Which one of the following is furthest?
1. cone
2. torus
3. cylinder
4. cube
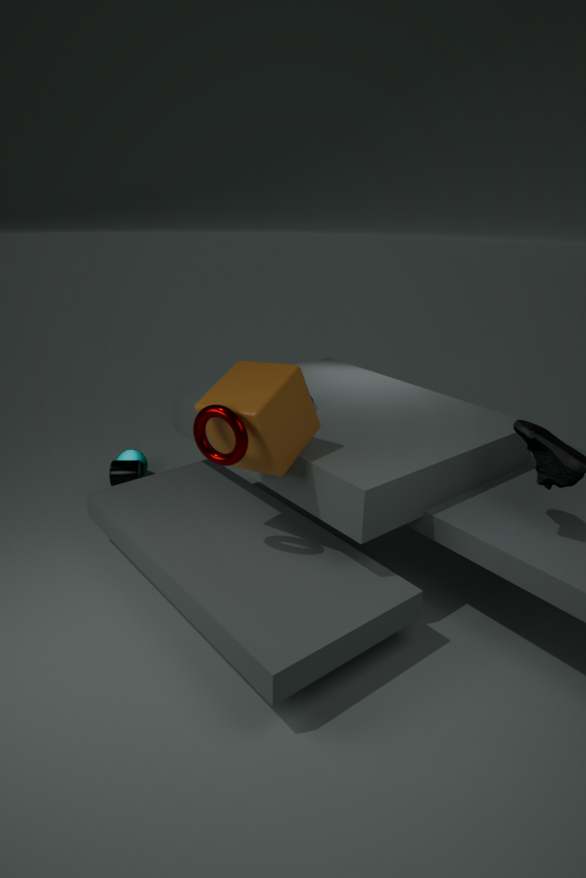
cone
